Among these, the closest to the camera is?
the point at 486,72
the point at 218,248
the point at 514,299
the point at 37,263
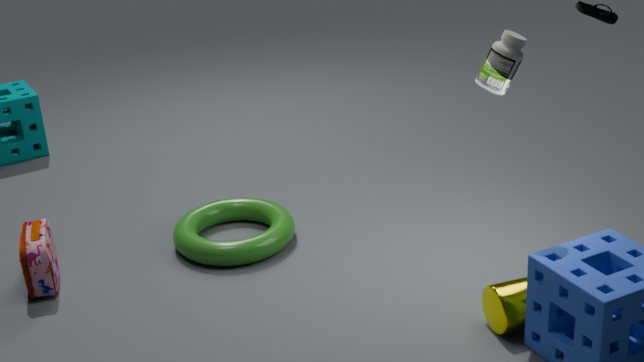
the point at 486,72
